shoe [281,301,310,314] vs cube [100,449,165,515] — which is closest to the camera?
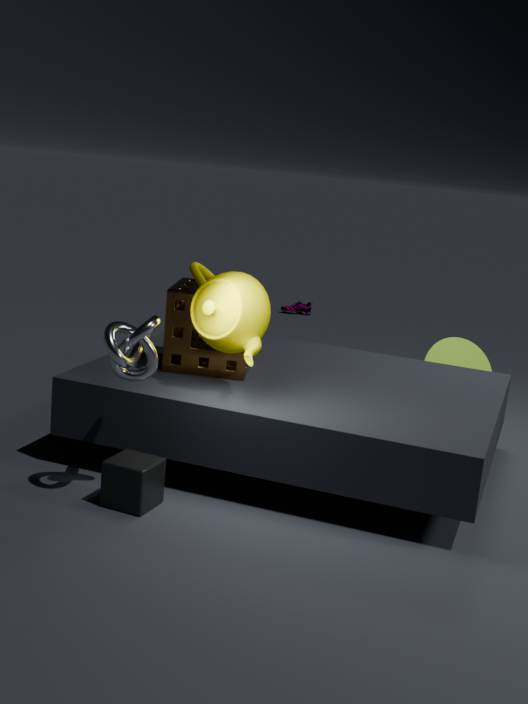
cube [100,449,165,515]
